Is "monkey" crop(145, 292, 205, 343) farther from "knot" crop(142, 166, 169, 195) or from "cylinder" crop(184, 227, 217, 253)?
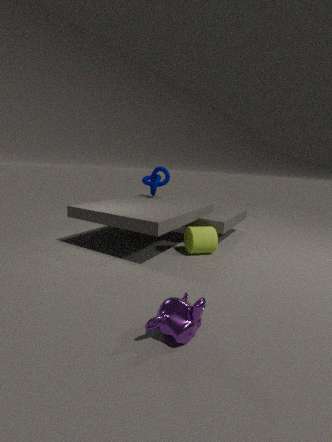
"knot" crop(142, 166, 169, 195)
